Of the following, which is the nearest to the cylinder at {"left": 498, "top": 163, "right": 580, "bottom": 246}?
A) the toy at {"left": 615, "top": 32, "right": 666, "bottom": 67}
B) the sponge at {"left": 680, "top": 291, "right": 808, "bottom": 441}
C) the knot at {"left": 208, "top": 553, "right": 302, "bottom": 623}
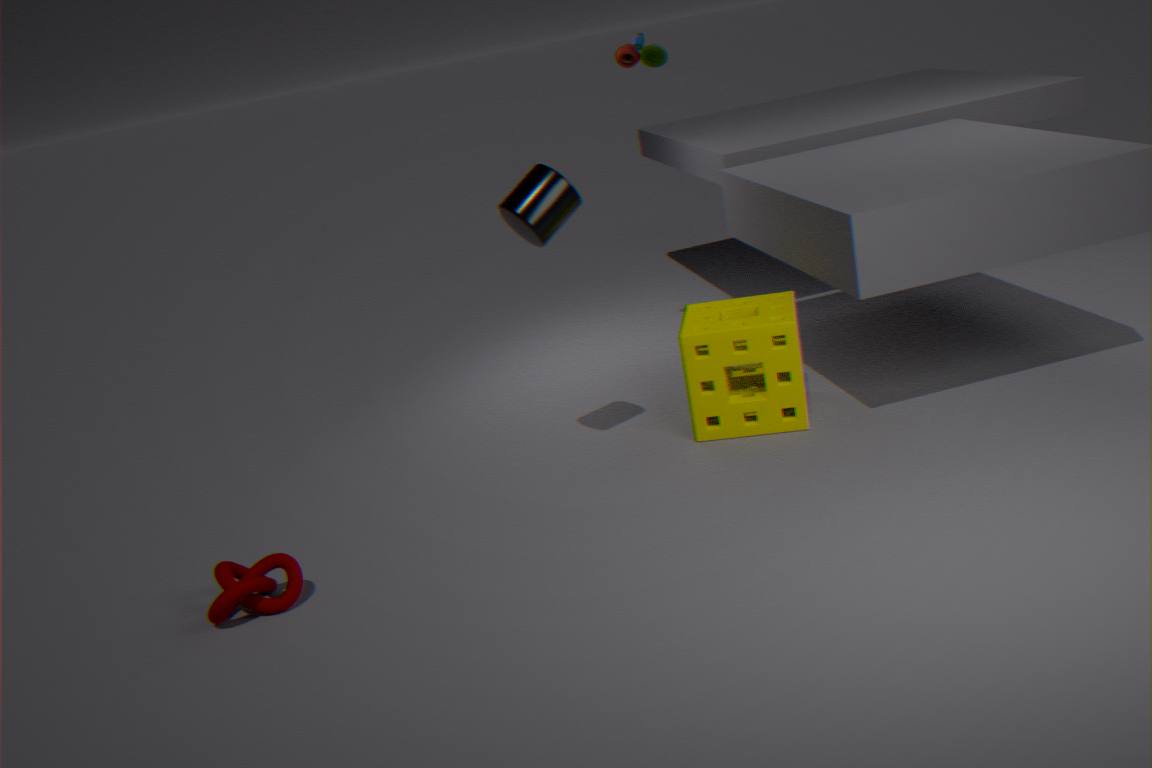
the sponge at {"left": 680, "top": 291, "right": 808, "bottom": 441}
